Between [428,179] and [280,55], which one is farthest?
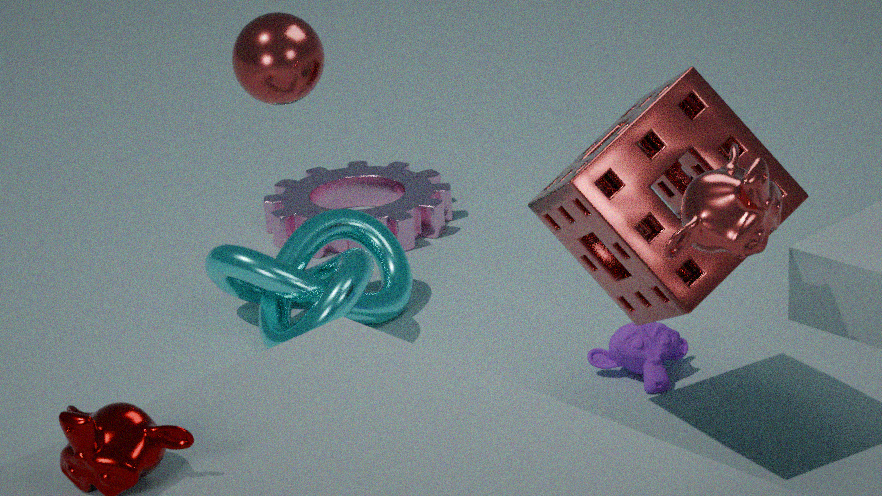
[428,179]
